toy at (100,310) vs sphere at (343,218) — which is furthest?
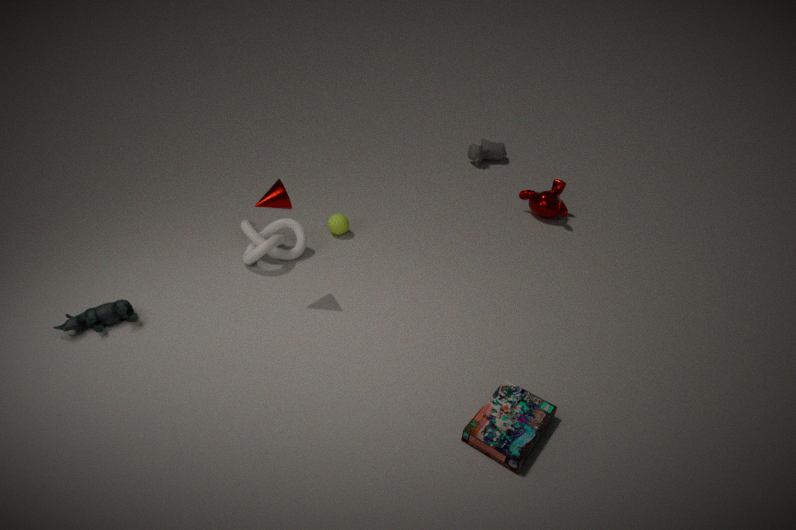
sphere at (343,218)
